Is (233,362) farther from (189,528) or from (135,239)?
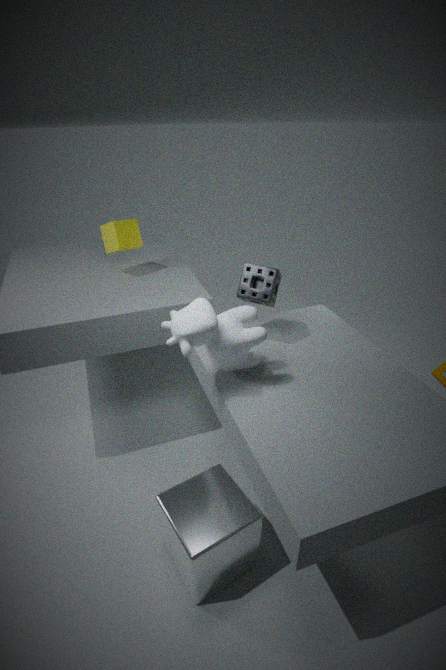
(135,239)
